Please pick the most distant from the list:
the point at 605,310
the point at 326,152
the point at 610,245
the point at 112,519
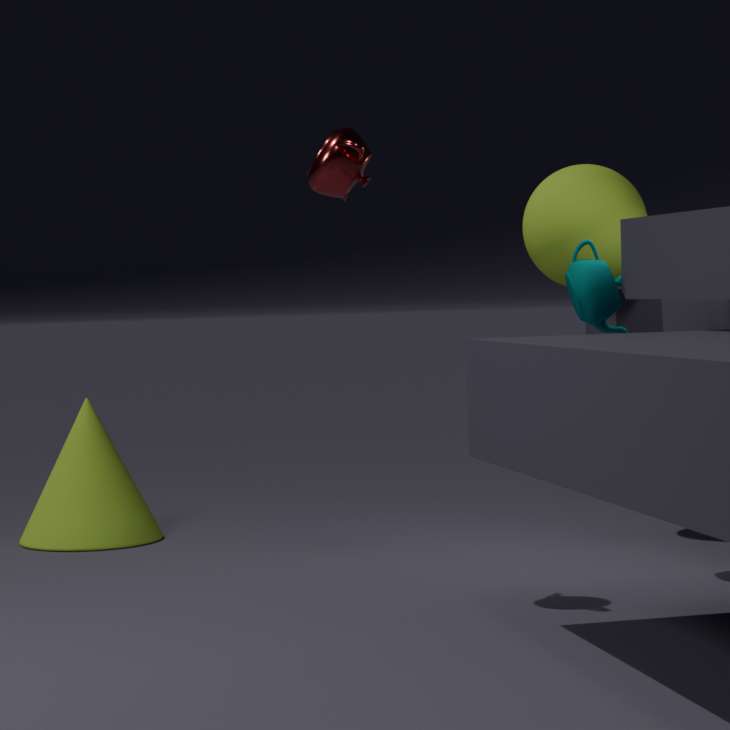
the point at 112,519
